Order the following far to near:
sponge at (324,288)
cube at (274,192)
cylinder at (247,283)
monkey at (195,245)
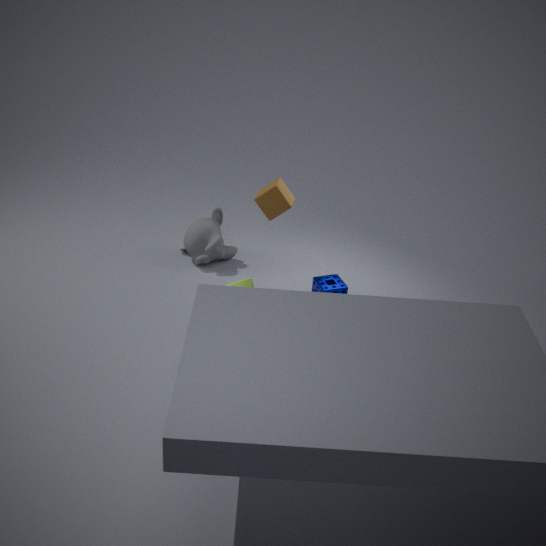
monkey at (195,245), sponge at (324,288), cube at (274,192), cylinder at (247,283)
